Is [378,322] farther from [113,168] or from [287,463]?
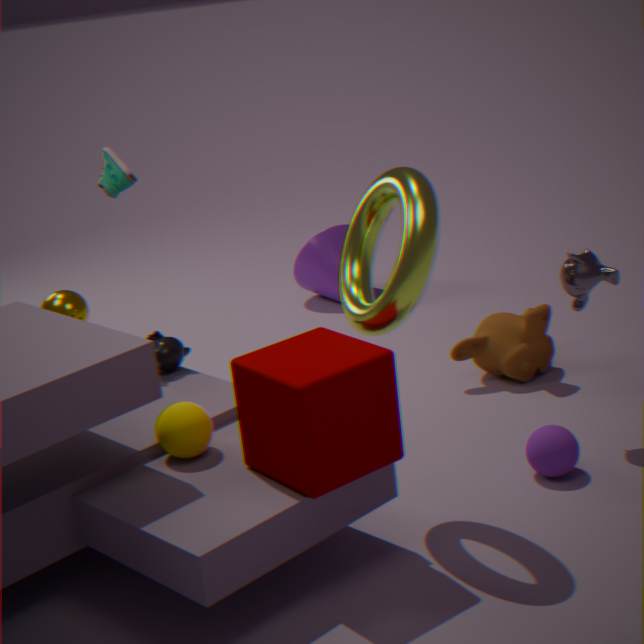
[113,168]
